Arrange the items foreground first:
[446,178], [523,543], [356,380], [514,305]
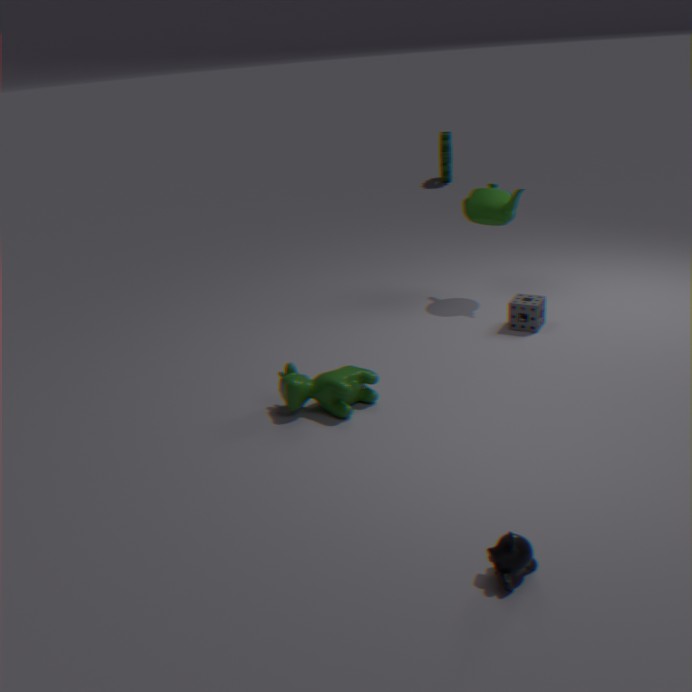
[523,543]
[356,380]
[514,305]
[446,178]
